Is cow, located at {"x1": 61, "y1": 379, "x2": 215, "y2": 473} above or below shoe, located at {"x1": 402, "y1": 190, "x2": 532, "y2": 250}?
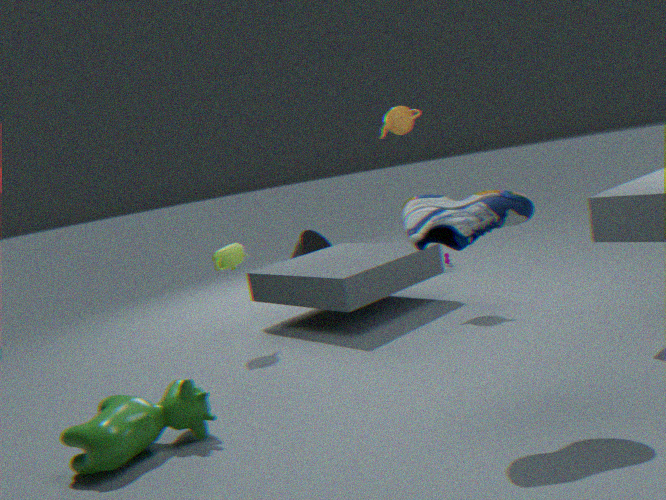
below
